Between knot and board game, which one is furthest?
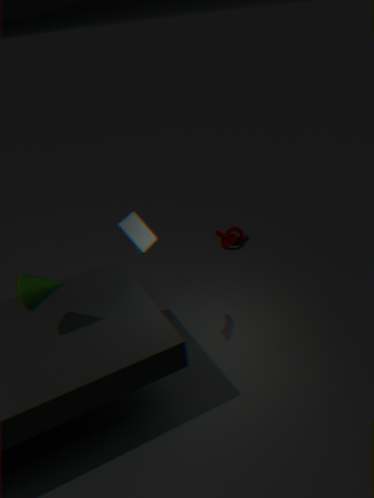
knot
